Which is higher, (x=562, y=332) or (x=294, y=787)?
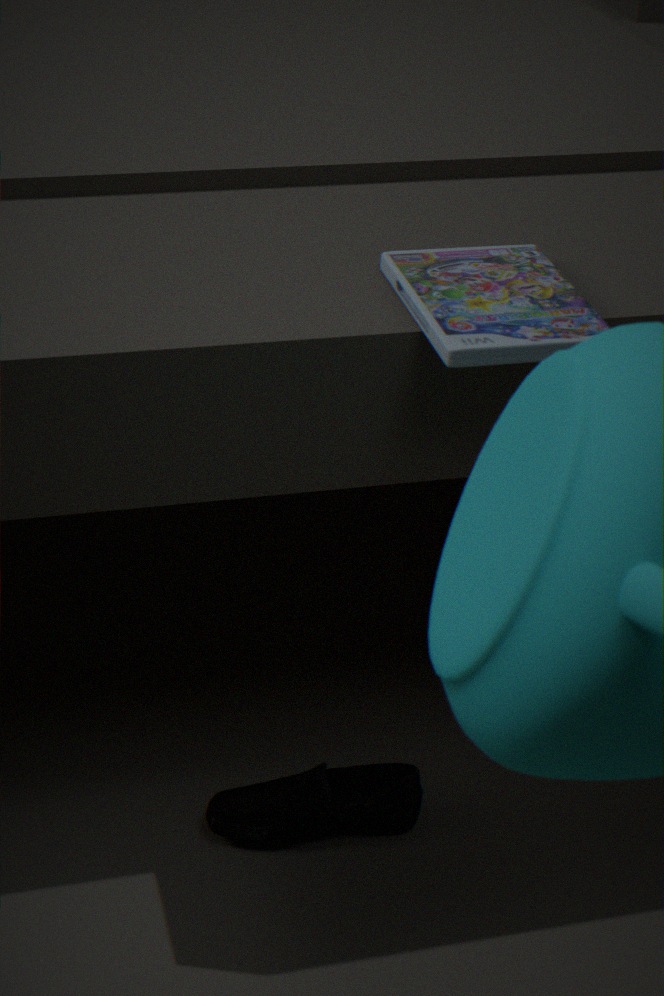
(x=562, y=332)
